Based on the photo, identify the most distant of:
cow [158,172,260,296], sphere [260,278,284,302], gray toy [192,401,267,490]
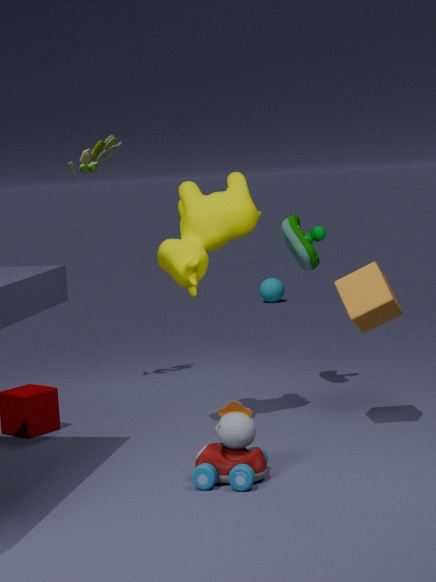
sphere [260,278,284,302]
